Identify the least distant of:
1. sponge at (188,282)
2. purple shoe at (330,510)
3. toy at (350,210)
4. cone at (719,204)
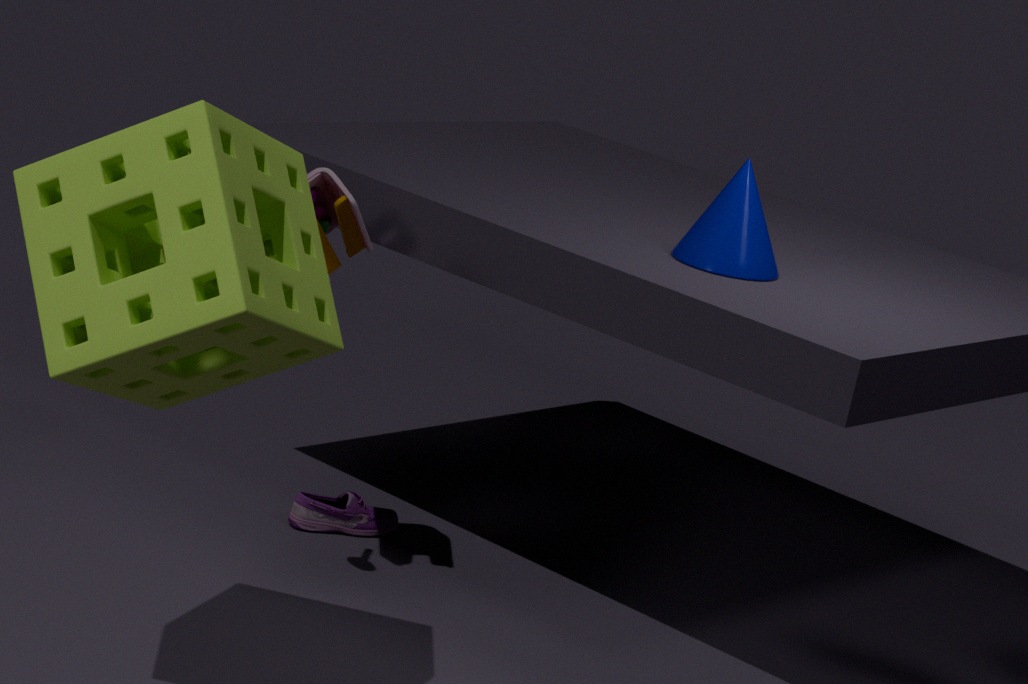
sponge at (188,282)
